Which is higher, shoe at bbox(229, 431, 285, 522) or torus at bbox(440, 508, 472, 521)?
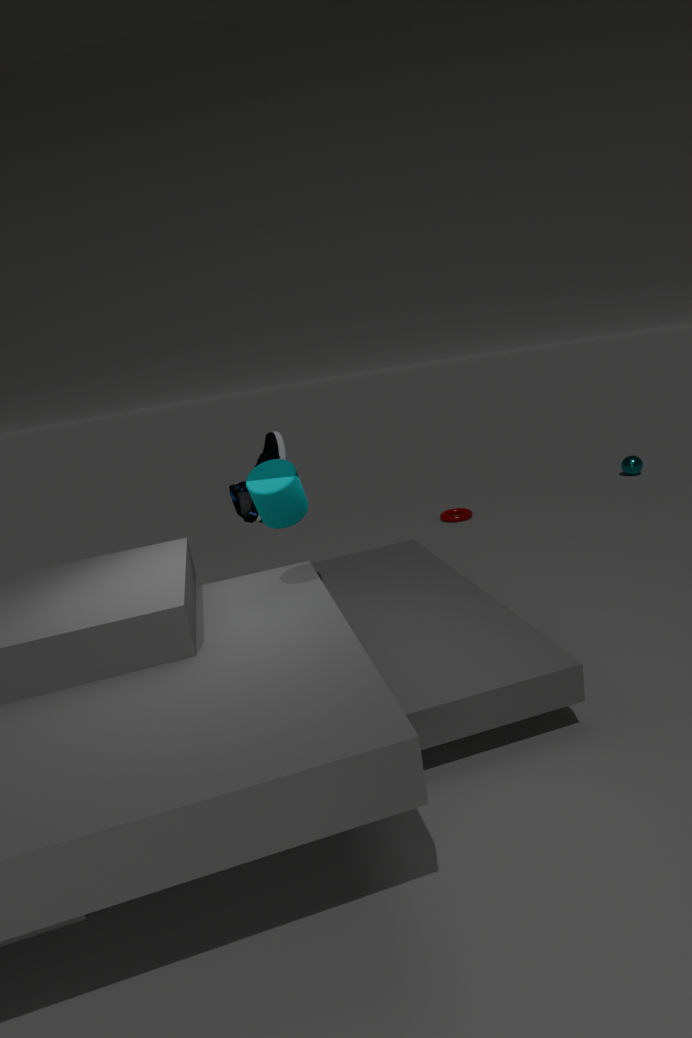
shoe at bbox(229, 431, 285, 522)
